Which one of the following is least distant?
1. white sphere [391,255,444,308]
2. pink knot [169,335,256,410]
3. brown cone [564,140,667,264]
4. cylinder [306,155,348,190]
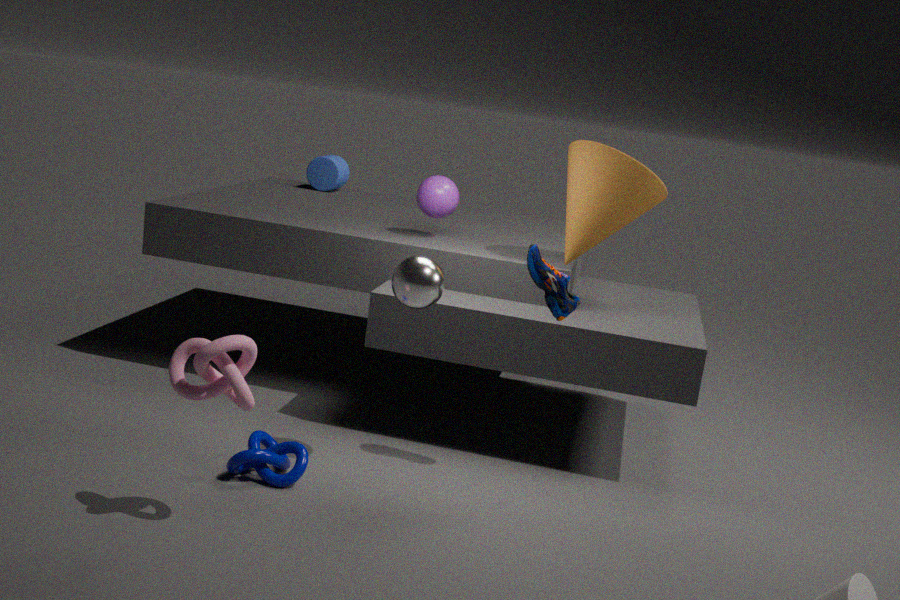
pink knot [169,335,256,410]
